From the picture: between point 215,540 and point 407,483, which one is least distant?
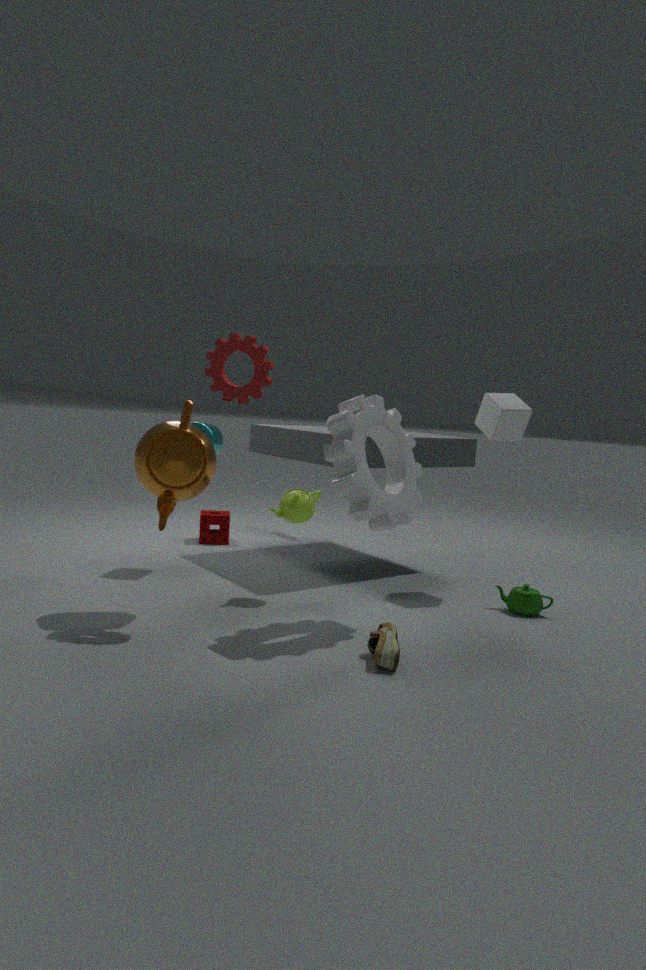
point 407,483
